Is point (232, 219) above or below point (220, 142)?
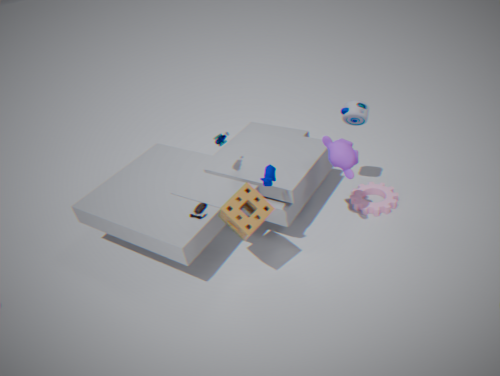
below
